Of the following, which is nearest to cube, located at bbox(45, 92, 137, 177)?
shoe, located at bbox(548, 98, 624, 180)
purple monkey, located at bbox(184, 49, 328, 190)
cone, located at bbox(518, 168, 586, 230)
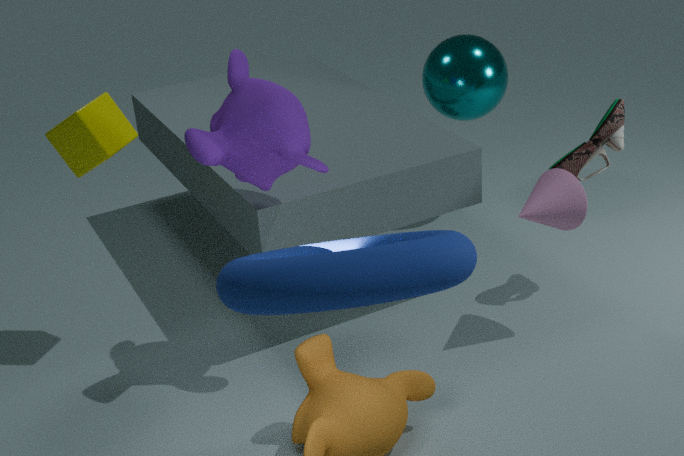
purple monkey, located at bbox(184, 49, 328, 190)
